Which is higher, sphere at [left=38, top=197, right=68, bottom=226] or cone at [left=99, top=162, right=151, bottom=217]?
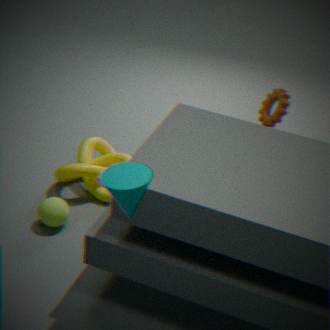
cone at [left=99, top=162, right=151, bottom=217]
